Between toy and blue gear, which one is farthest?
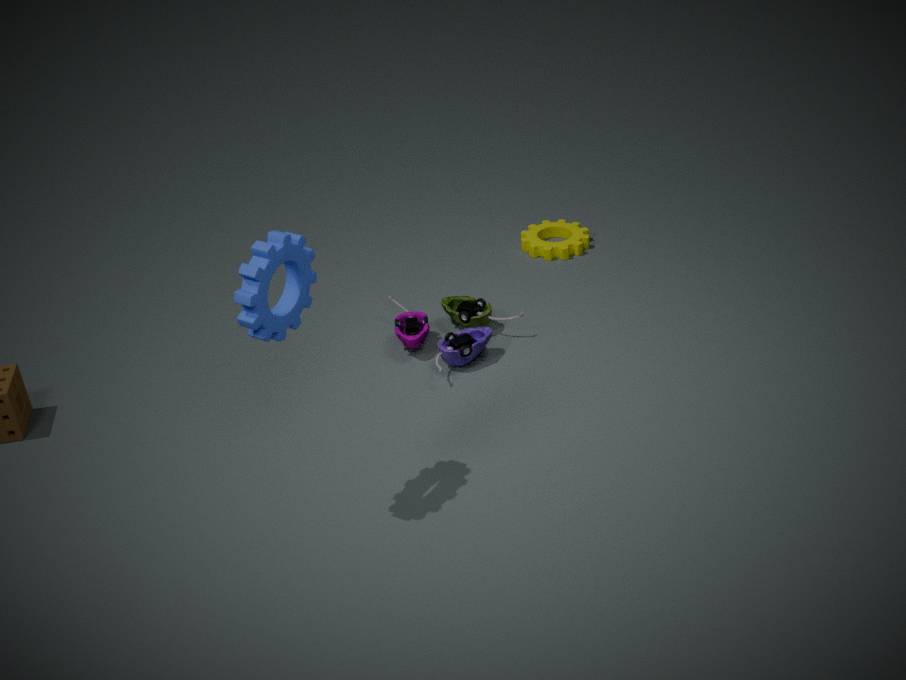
toy
